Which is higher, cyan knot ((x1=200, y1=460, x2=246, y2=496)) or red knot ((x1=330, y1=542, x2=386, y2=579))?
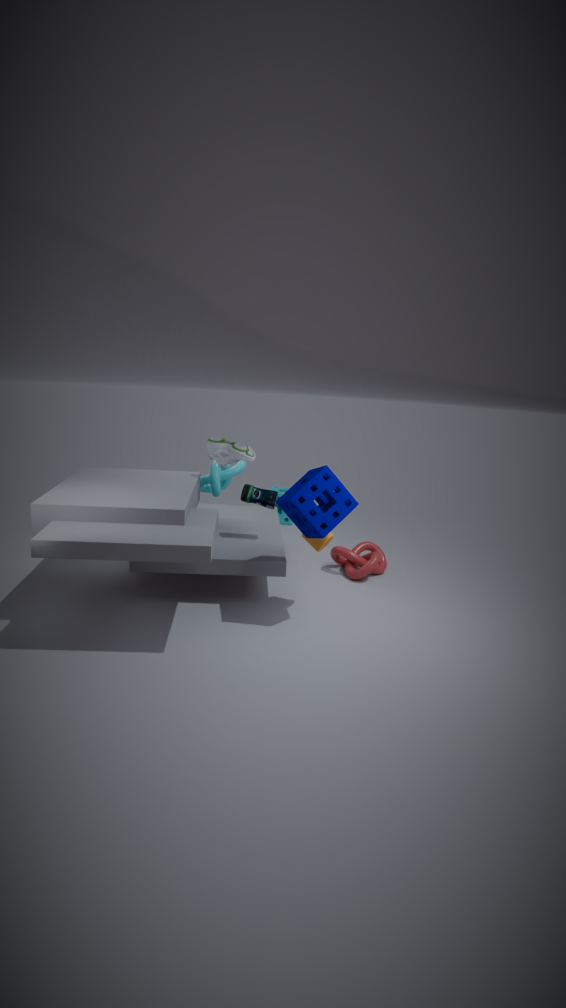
cyan knot ((x1=200, y1=460, x2=246, y2=496))
